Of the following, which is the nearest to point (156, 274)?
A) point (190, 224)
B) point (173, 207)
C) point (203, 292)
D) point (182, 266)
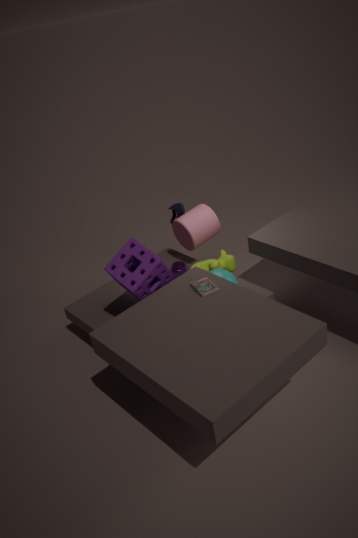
point (203, 292)
